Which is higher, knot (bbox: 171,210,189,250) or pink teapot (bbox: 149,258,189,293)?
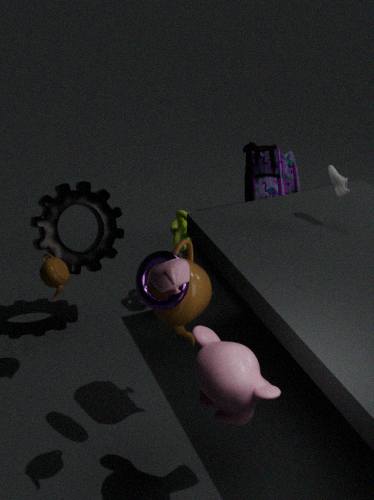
pink teapot (bbox: 149,258,189,293)
